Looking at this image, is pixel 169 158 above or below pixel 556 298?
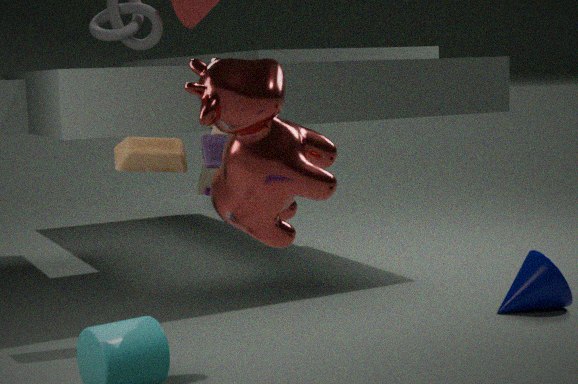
above
